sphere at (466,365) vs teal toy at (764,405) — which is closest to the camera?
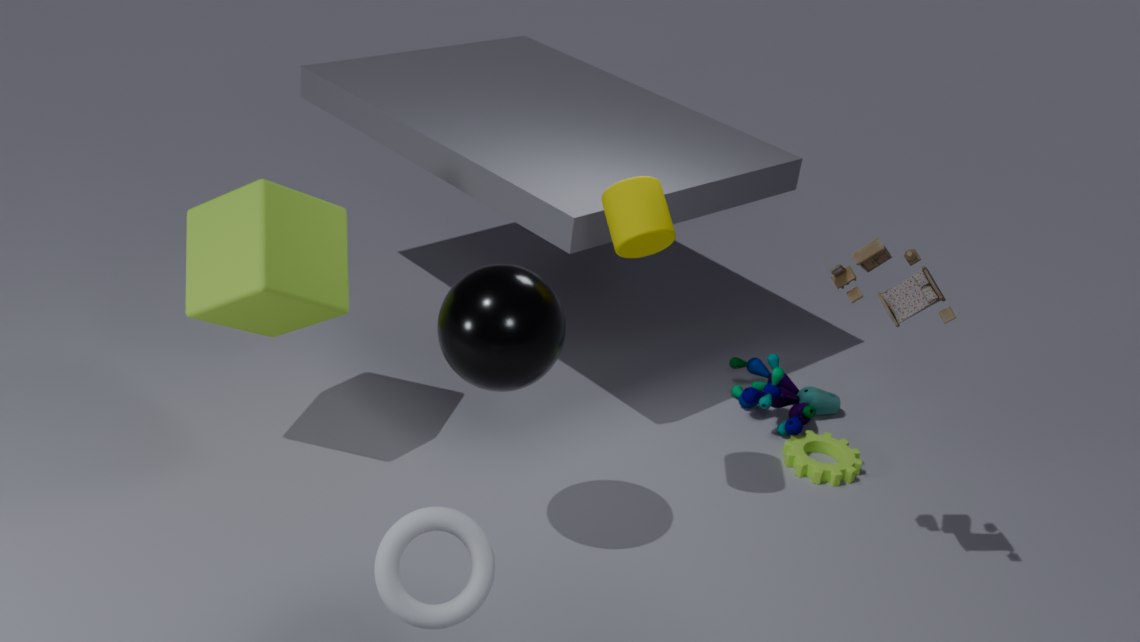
sphere at (466,365)
